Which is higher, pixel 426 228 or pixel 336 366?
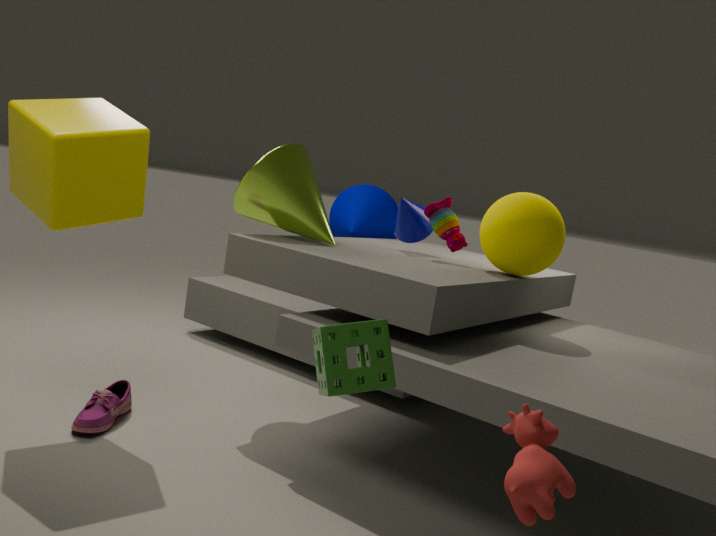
pixel 426 228
